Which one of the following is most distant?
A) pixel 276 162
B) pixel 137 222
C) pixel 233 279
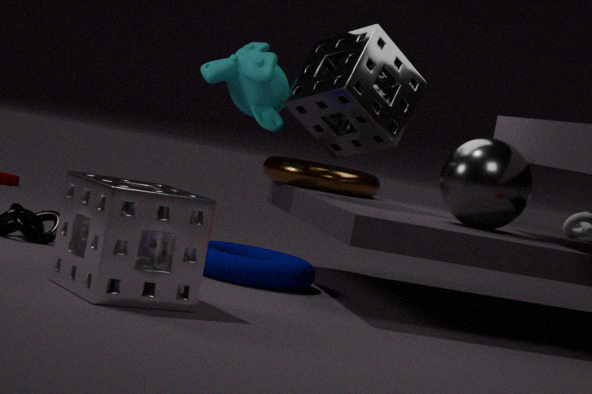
pixel 276 162
